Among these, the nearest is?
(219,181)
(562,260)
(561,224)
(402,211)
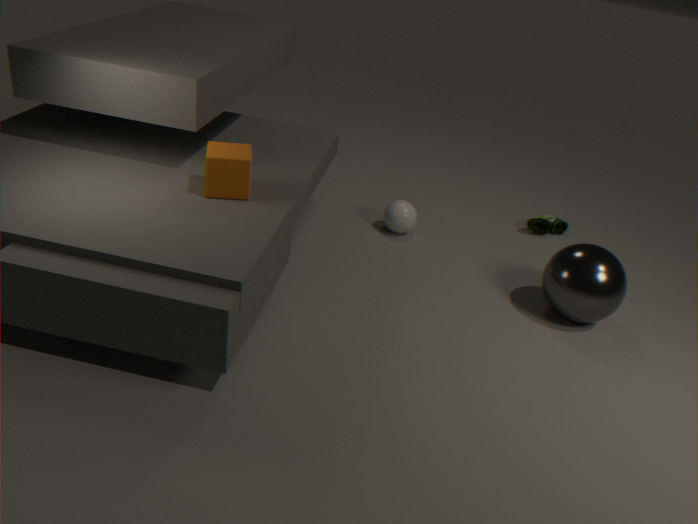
(219,181)
